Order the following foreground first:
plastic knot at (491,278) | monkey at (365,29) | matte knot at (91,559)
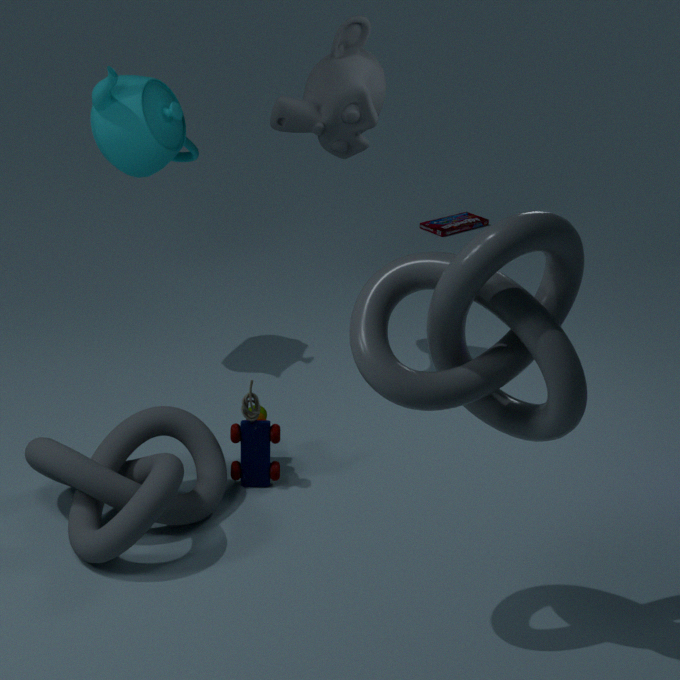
1. plastic knot at (491,278)
2. matte knot at (91,559)
3. monkey at (365,29)
